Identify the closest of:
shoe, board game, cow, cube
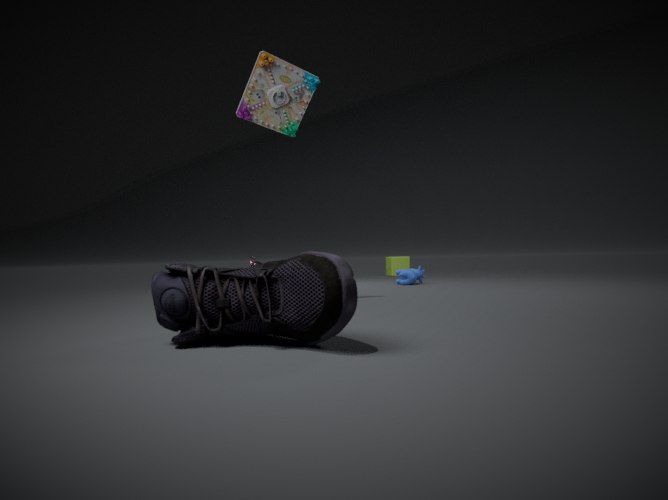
shoe
